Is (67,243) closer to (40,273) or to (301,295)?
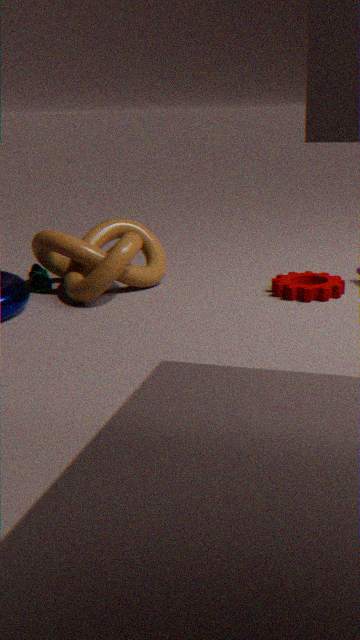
(40,273)
